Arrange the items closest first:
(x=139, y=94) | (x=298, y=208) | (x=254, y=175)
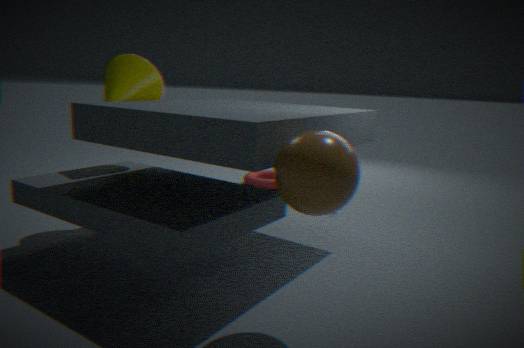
1. (x=298, y=208)
2. (x=139, y=94)
3. (x=254, y=175)
